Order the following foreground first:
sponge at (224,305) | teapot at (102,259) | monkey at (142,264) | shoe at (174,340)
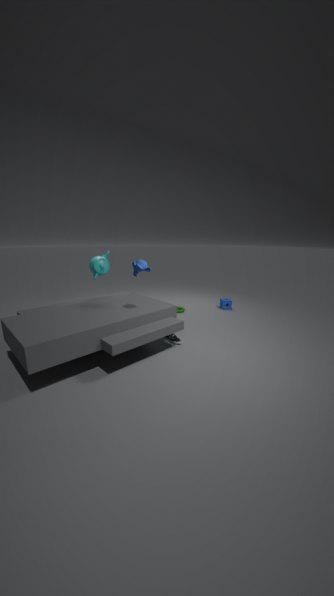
1. monkey at (142,264)
2. shoe at (174,340)
3. teapot at (102,259)
4. sponge at (224,305)
